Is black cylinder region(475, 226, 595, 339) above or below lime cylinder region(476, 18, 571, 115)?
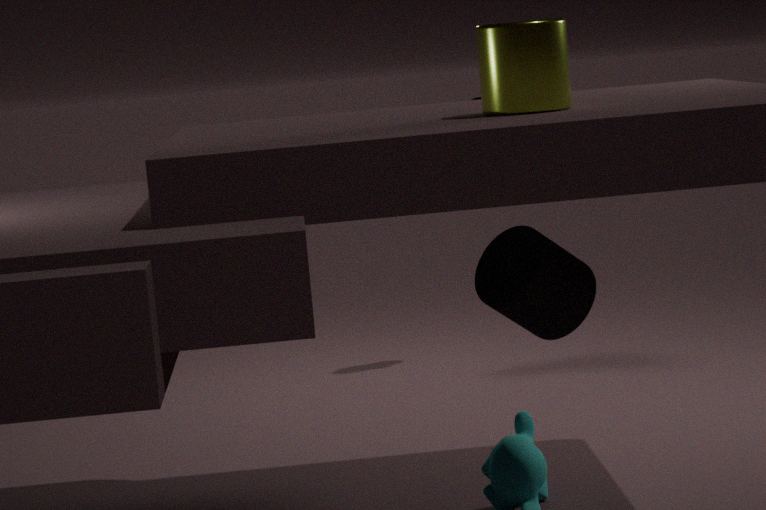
below
